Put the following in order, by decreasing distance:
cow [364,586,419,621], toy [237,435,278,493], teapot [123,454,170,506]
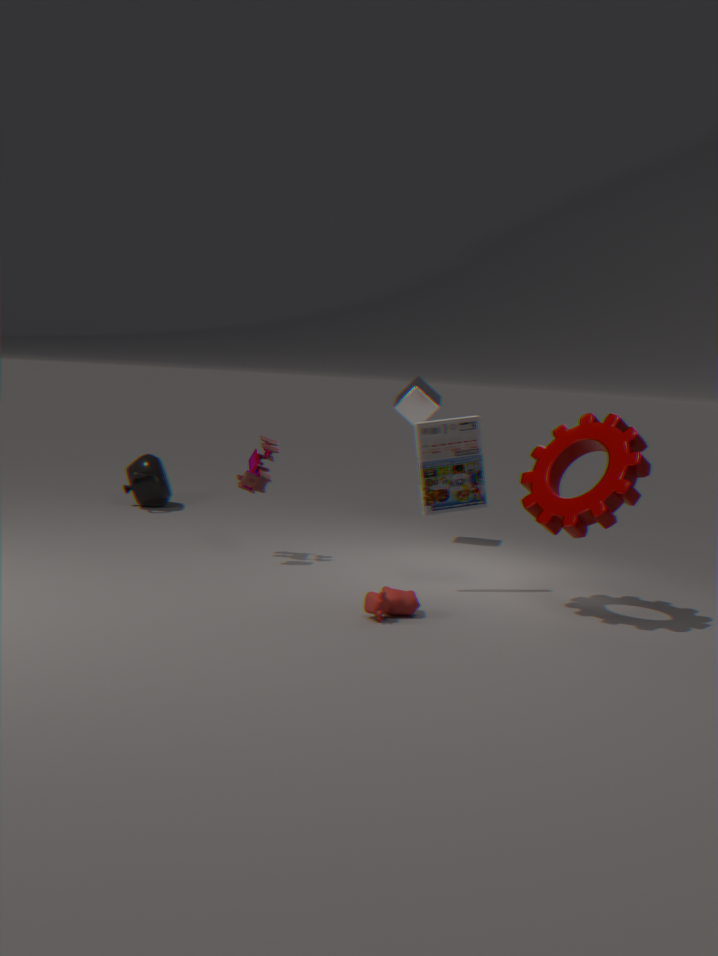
teapot [123,454,170,506], toy [237,435,278,493], cow [364,586,419,621]
